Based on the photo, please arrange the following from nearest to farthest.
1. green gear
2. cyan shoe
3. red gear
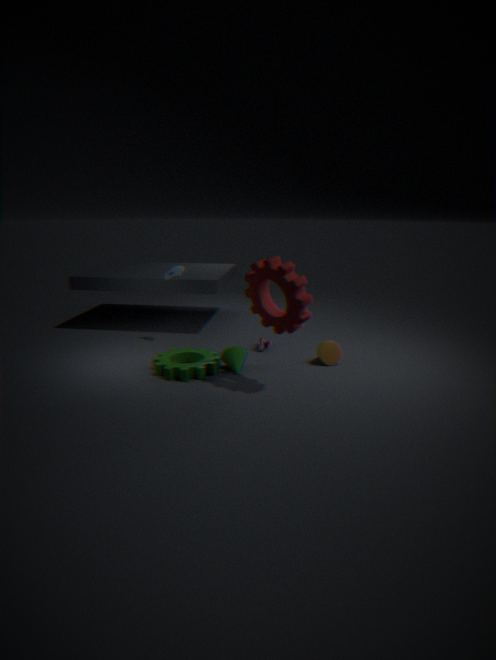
red gear → green gear → cyan shoe
